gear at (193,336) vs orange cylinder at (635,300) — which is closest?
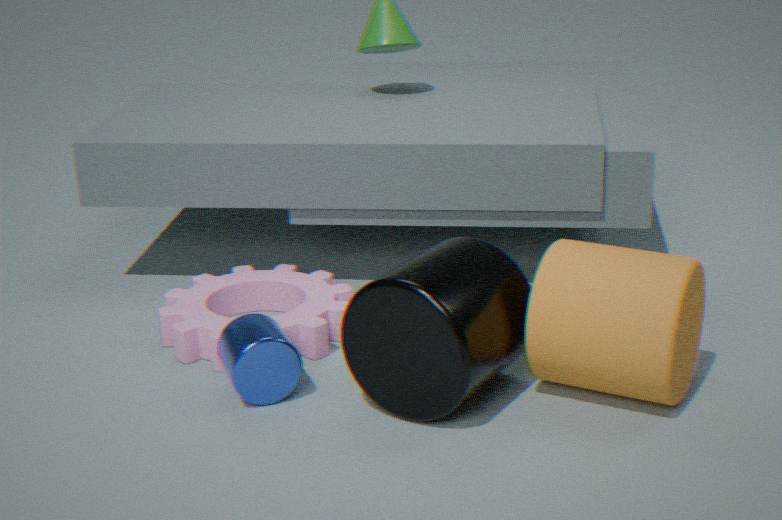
orange cylinder at (635,300)
